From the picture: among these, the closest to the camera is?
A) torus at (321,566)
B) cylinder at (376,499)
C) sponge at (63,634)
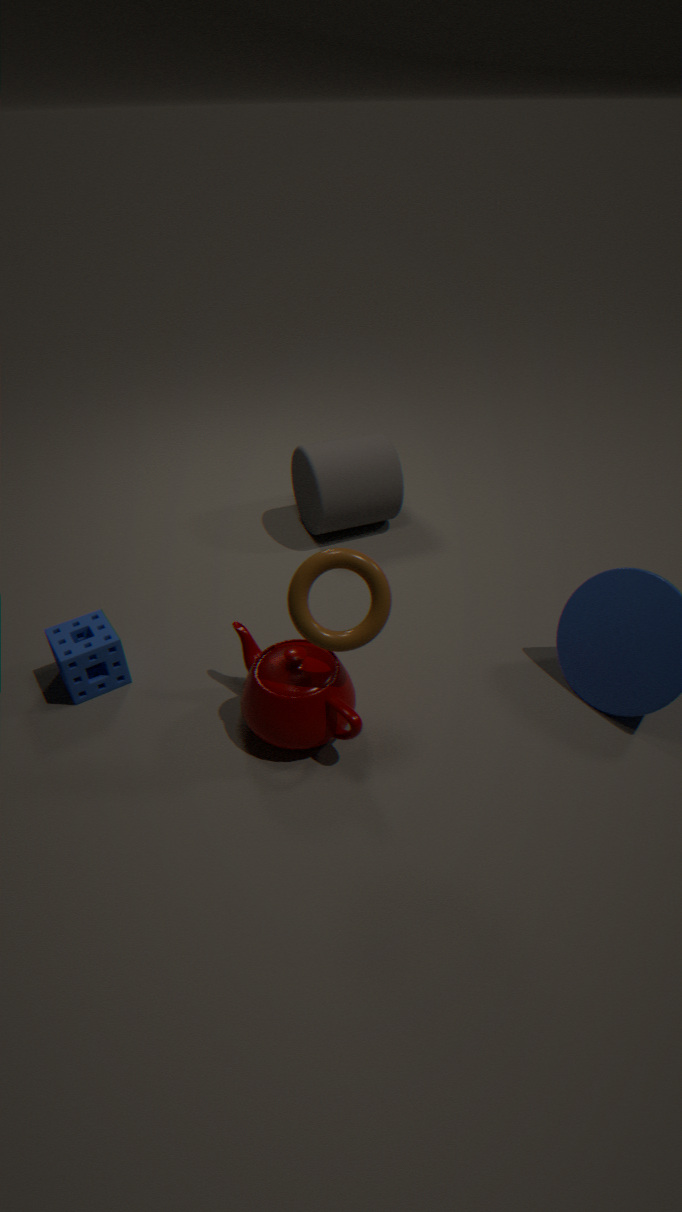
torus at (321,566)
